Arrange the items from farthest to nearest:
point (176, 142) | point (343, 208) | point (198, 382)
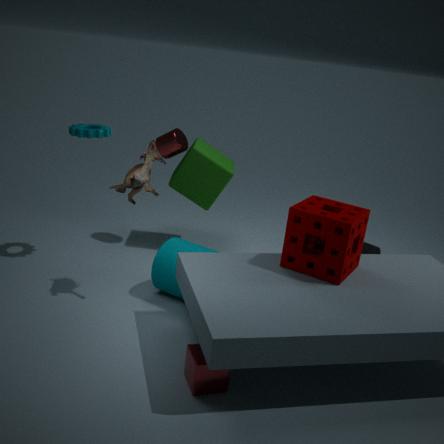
1. point (176, 142)
2. point (343, 208)
3. point (198, 382)
